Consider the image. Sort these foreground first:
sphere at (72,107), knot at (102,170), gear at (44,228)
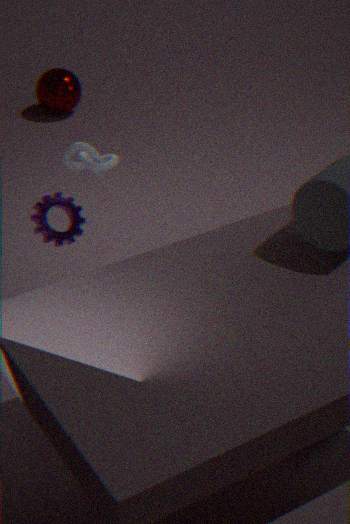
knot at (102,170) → gear at (44,228) → sphere at (72,107)
